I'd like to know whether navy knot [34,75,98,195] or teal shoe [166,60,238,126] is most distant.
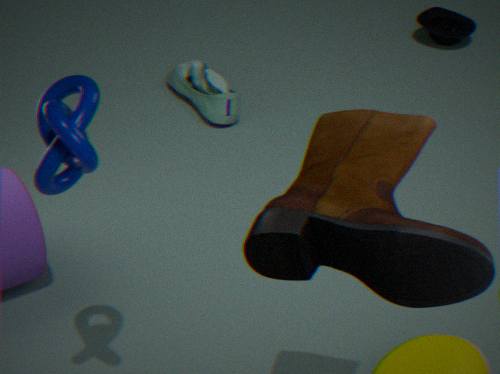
teal shoe [166,60,238,126]
